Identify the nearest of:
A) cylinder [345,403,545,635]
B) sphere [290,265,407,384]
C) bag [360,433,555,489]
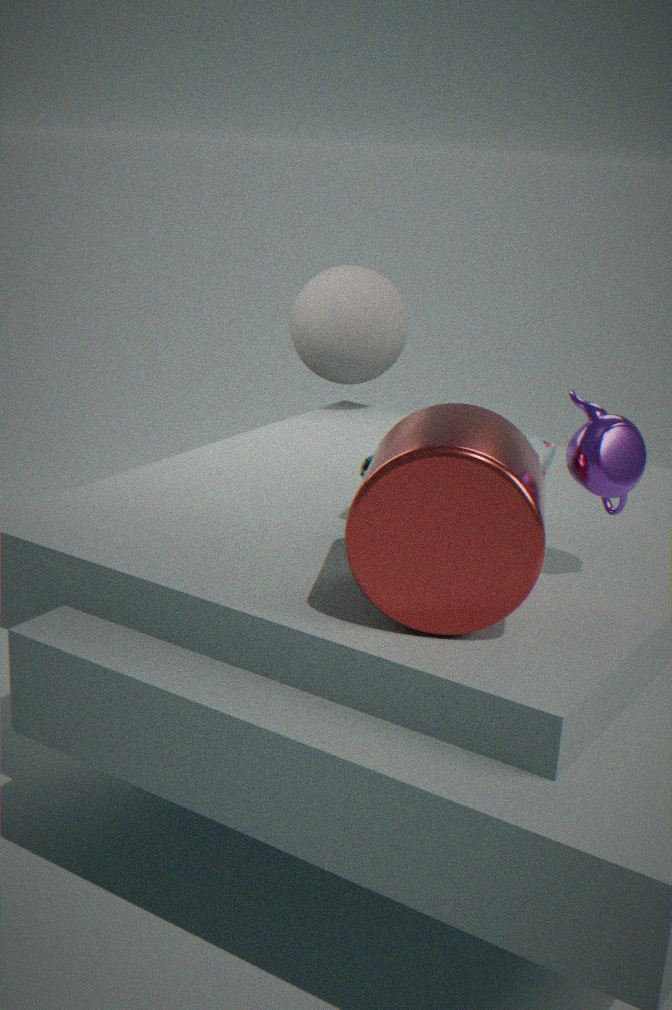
A
